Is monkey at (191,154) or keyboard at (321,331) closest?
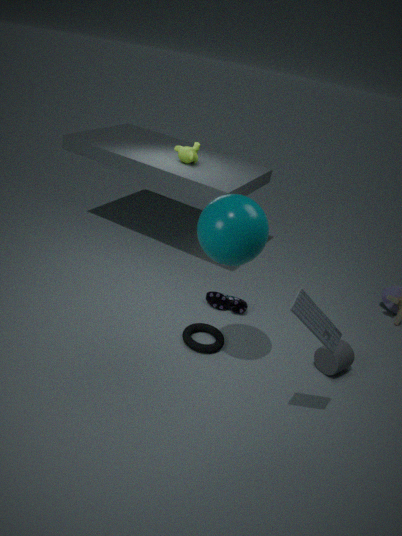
keyboard at (321,331)
